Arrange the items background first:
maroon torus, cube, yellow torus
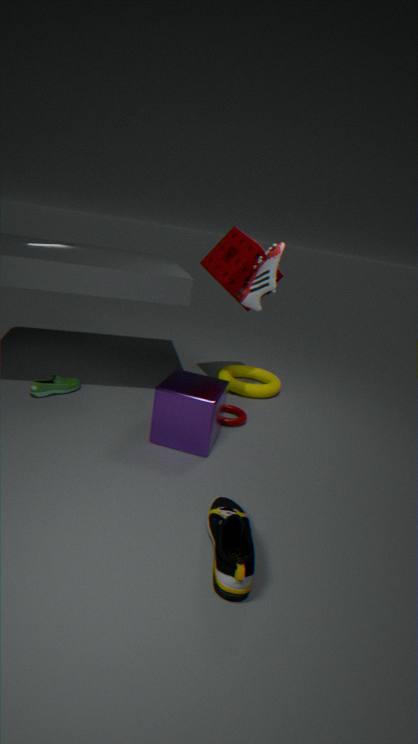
yellow torus → maroon torus → cube
